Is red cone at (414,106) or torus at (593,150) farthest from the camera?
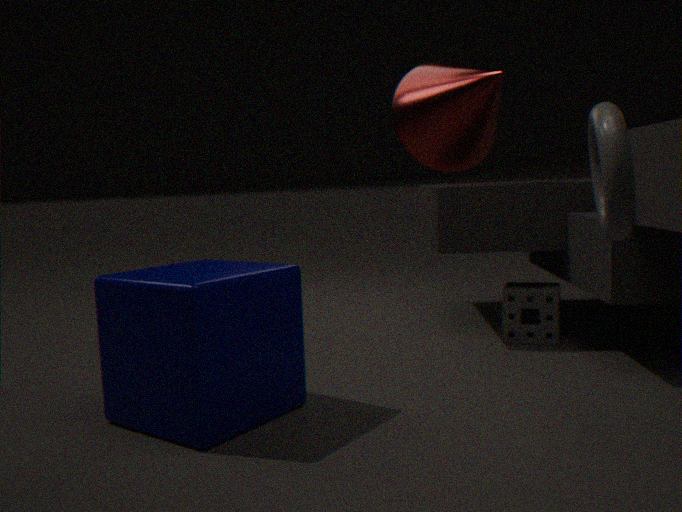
red cone at (414,106)
